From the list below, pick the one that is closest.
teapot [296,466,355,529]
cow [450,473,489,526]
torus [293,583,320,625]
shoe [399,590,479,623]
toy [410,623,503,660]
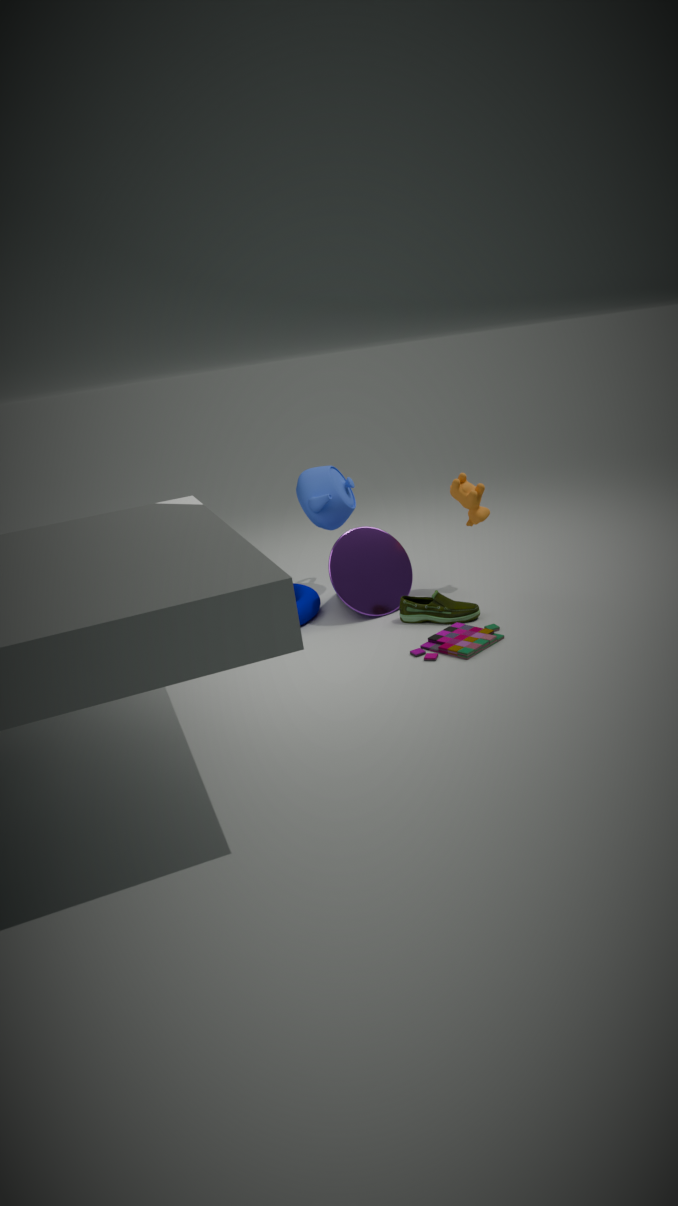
toy [410,623,503,660]
